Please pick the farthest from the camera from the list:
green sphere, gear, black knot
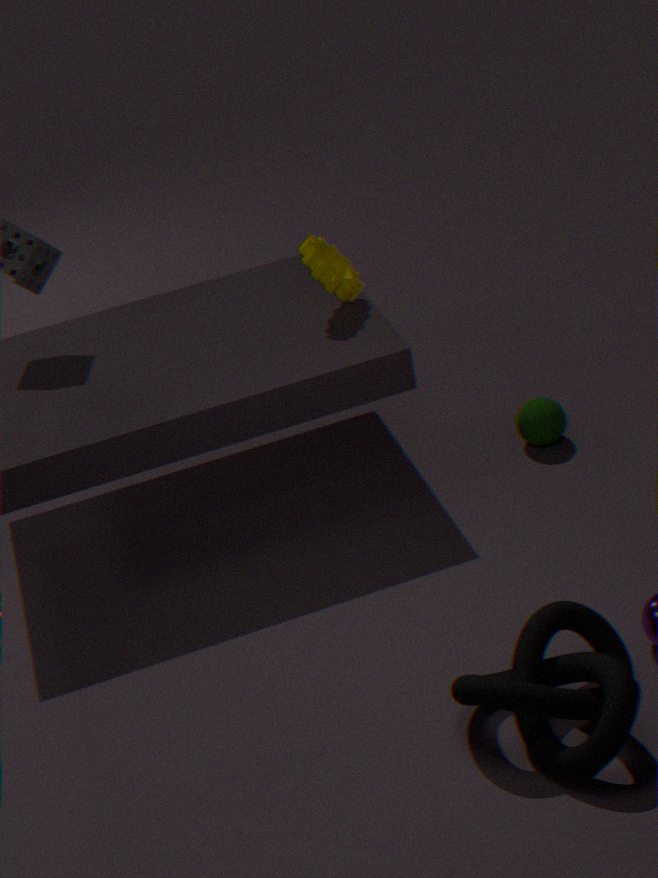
green sphere
